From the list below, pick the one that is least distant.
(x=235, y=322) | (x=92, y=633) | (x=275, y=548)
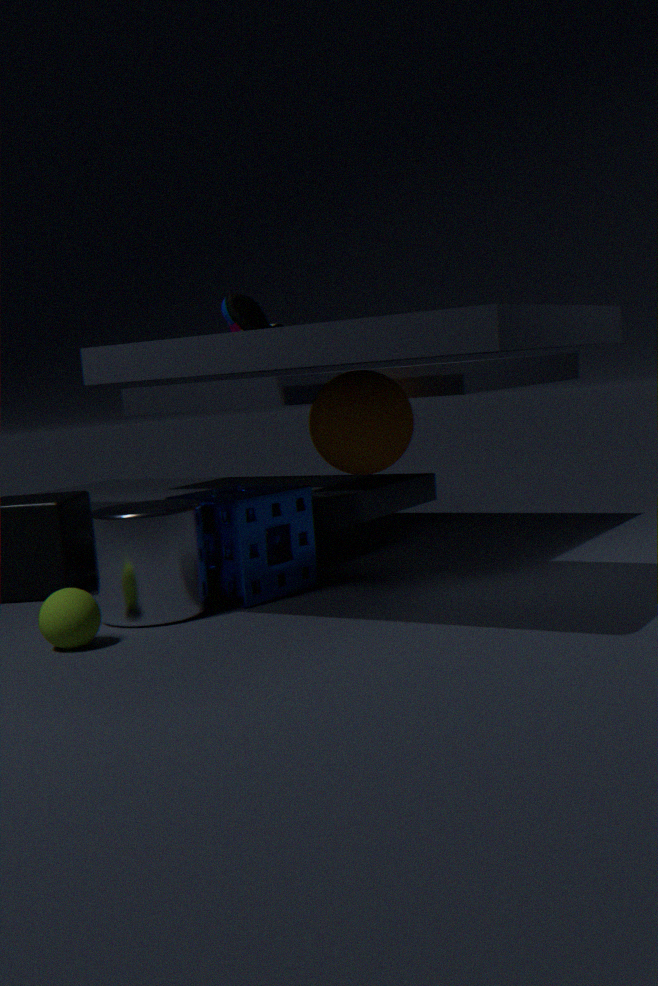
(x=92, y=633)
